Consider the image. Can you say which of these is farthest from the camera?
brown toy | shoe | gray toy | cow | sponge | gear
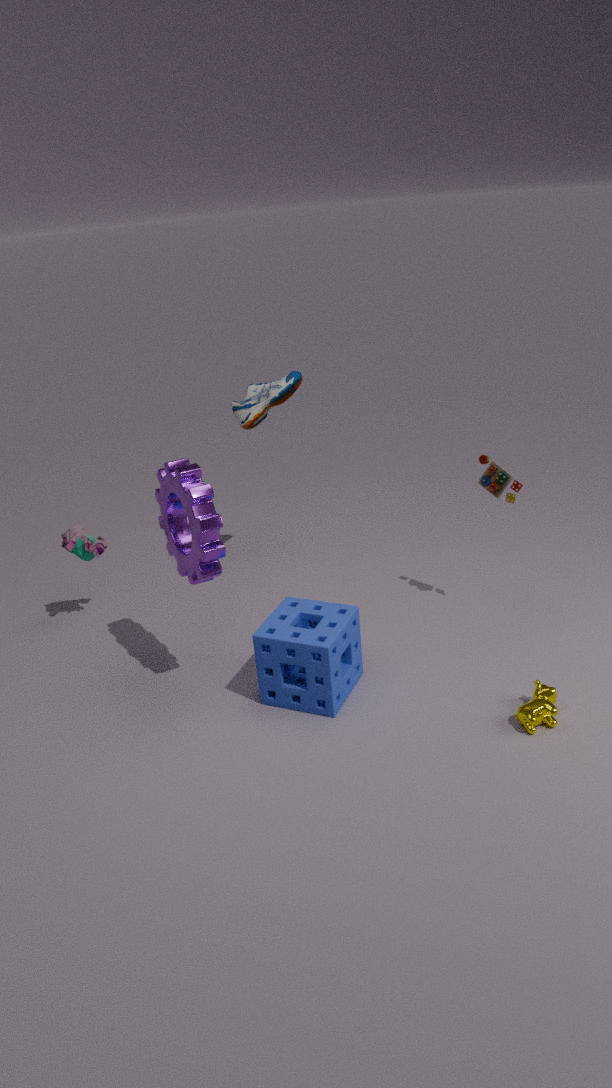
shoe
